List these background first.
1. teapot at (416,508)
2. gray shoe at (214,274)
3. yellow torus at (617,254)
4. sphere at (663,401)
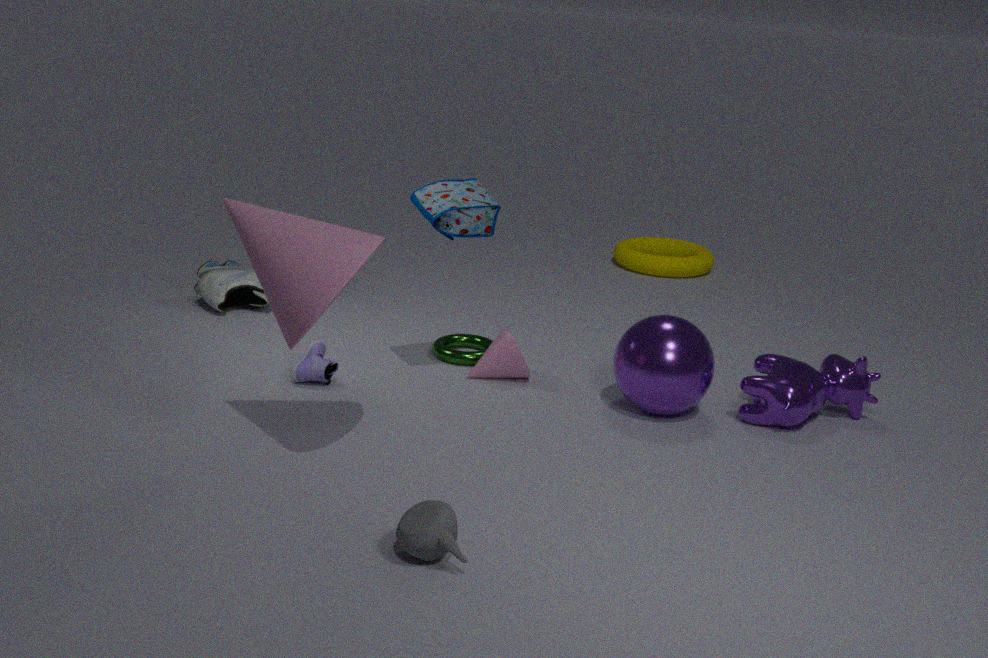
yellow torus at (617,254) < gray shoe at (214,274) < sphere at (663,401) < teapot at (416,508)
